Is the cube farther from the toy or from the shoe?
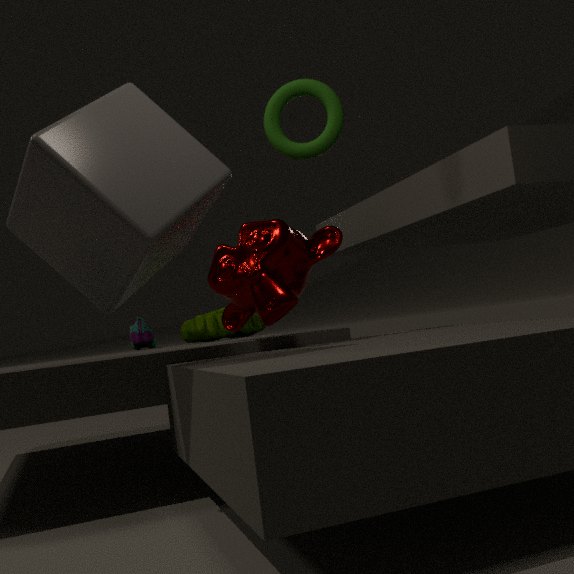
the shoe
